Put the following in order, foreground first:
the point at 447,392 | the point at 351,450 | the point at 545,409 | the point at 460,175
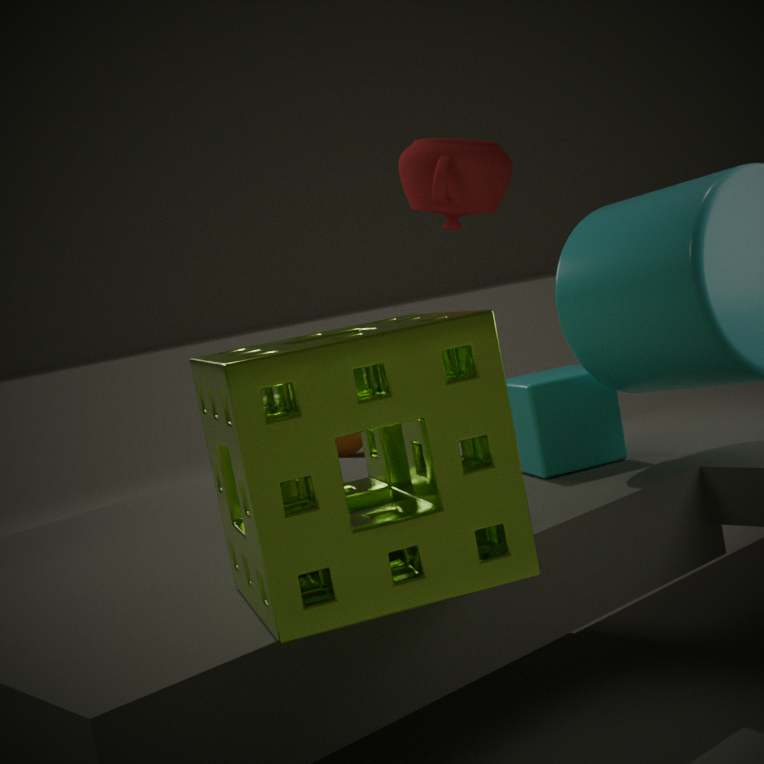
1. the point at 447,392
2. the point at 545,409
3. the point at 460,175
4. the point at 351,450
